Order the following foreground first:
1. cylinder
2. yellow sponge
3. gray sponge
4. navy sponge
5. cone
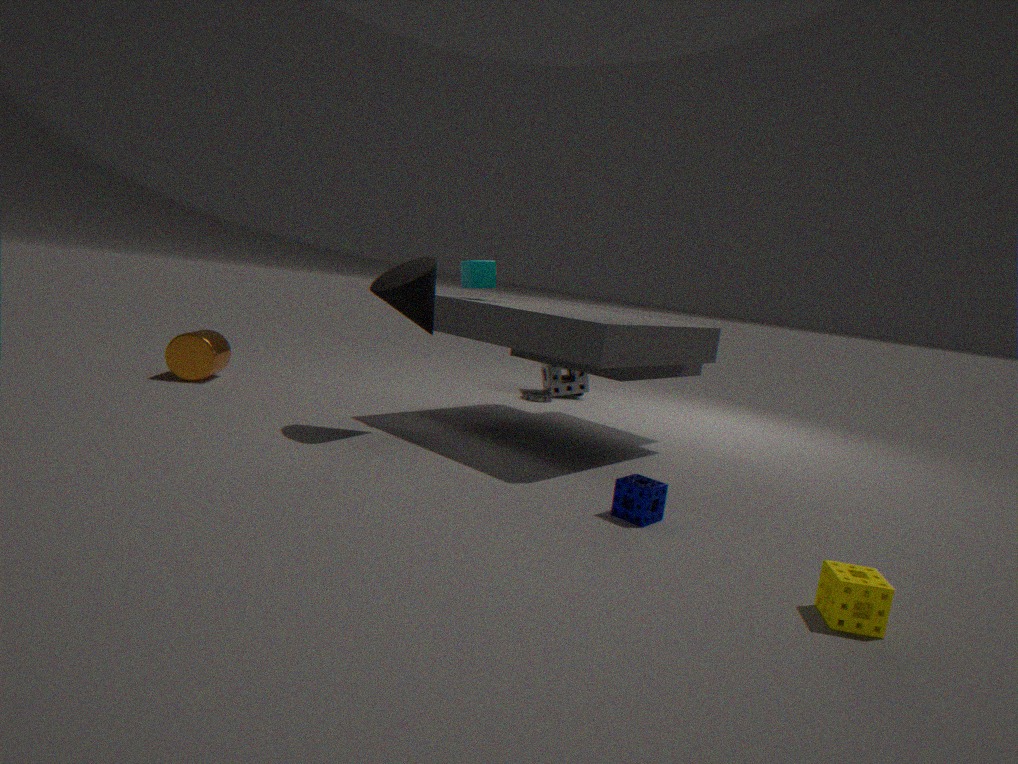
1. yellow sponge
2. navy sponge
3. cone
4. cylinder
5. gray sponge
